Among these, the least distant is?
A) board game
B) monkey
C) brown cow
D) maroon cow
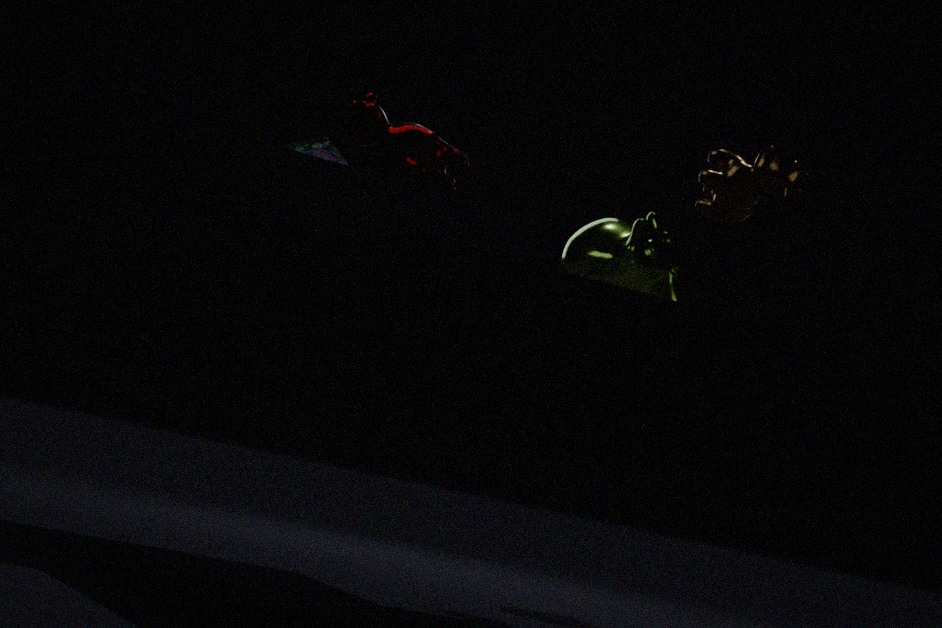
maroon cow
